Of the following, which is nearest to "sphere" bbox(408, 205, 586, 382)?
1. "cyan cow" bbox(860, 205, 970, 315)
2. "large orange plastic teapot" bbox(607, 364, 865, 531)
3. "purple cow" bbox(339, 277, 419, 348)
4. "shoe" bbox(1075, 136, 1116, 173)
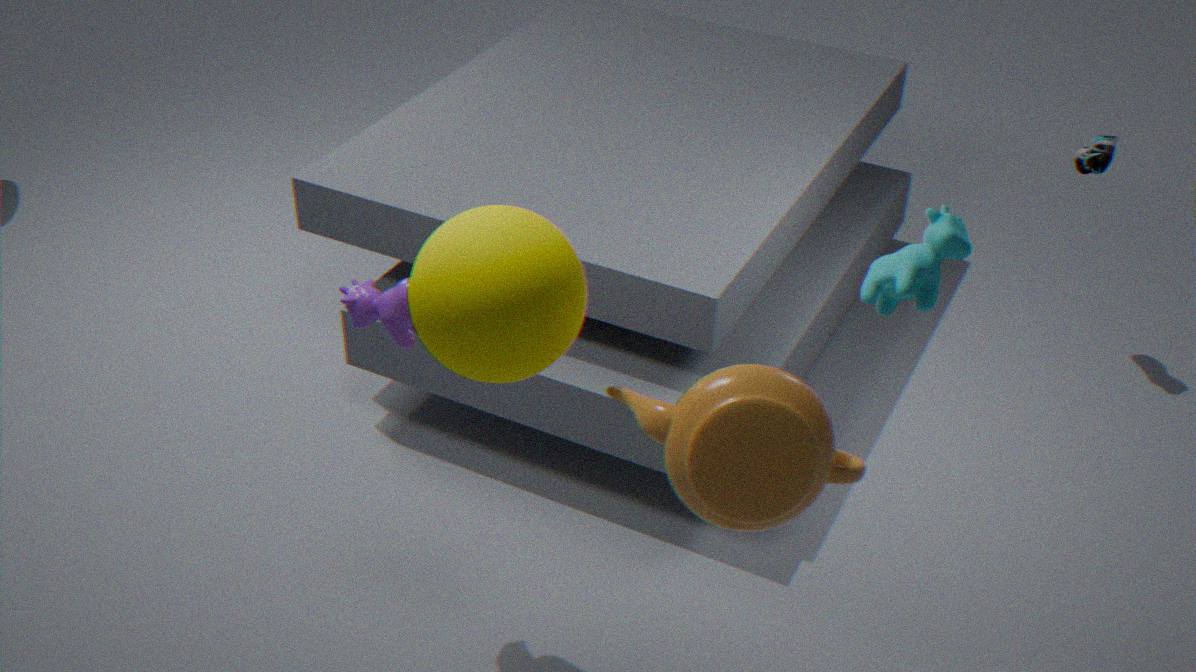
"large orange plastic teapot" bbox(607, 364, 865, 531)
